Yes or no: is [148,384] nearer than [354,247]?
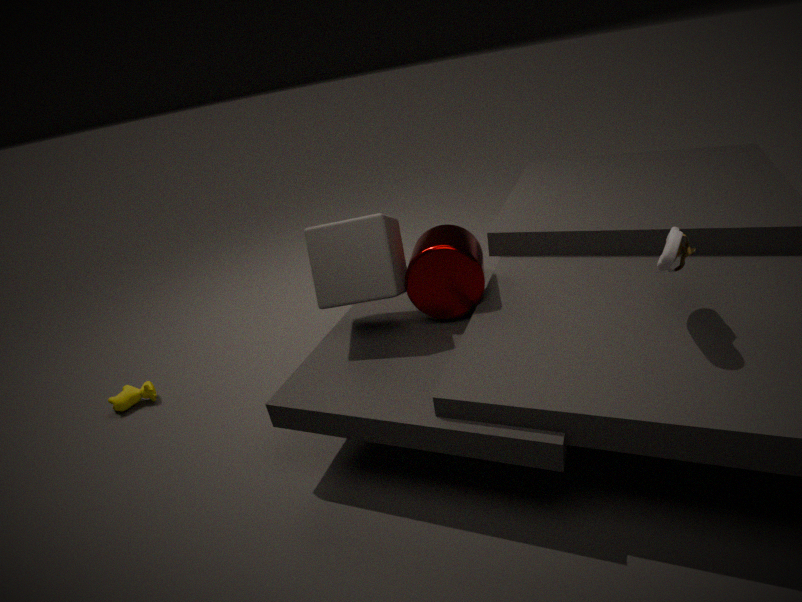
No
